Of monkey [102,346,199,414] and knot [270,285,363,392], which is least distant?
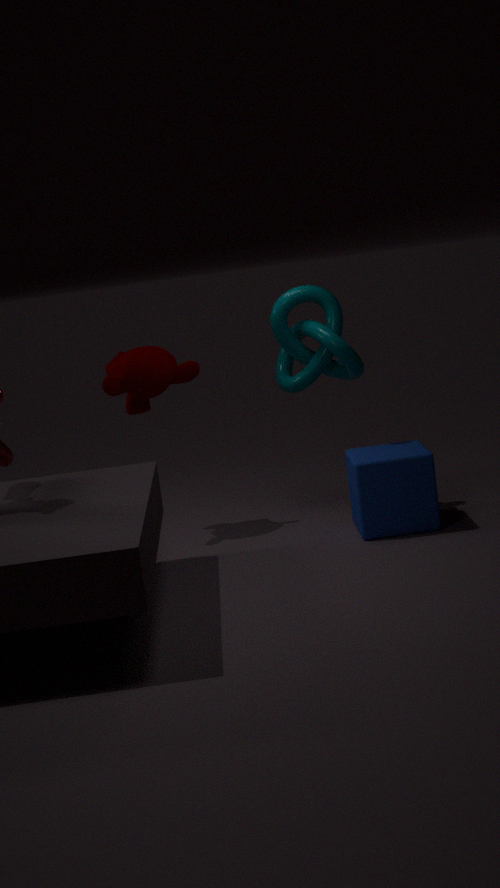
knot [270,285,363,392]
